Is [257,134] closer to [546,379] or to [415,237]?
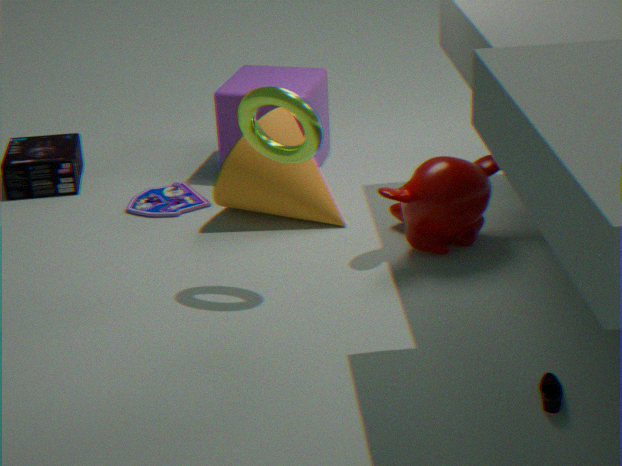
[415,237]
